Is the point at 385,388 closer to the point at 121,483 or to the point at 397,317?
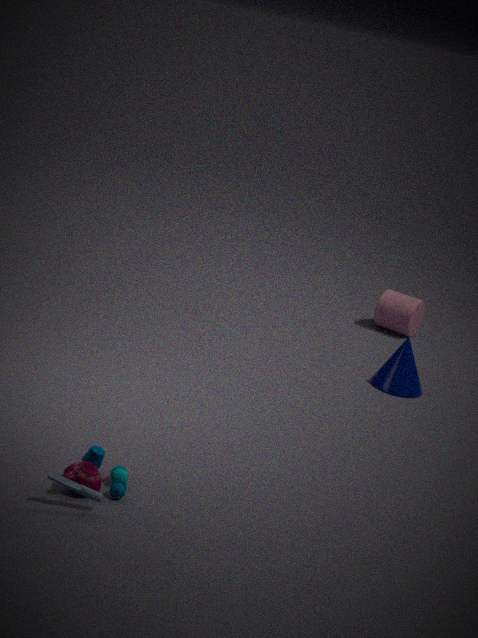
the point at 397,317
